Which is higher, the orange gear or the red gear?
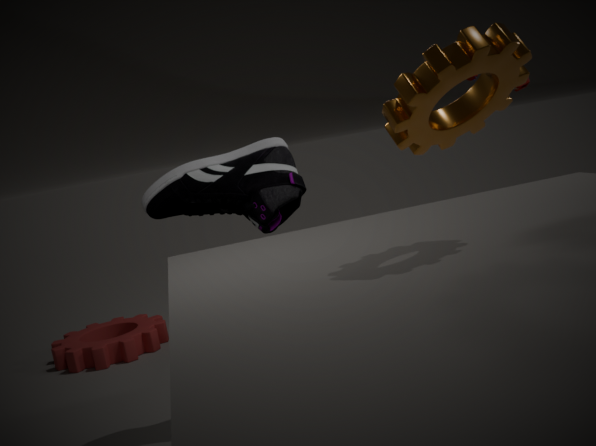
the orange gear
